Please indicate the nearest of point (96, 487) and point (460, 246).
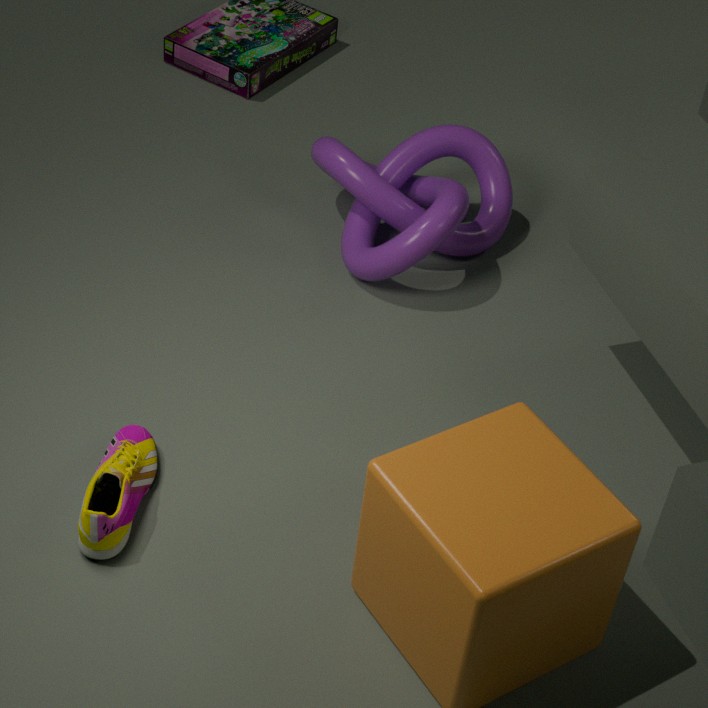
point (96, 487)
